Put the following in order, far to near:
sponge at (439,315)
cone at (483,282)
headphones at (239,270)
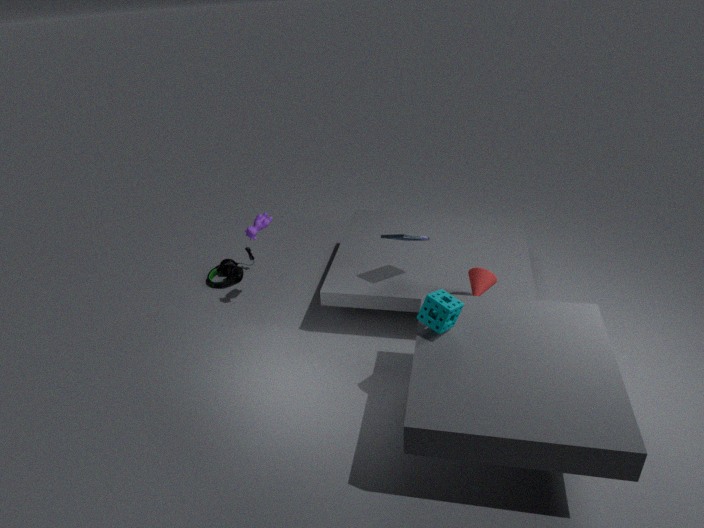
headphones at (239,270)
cone at (483,282)
sponge at (439,315)
